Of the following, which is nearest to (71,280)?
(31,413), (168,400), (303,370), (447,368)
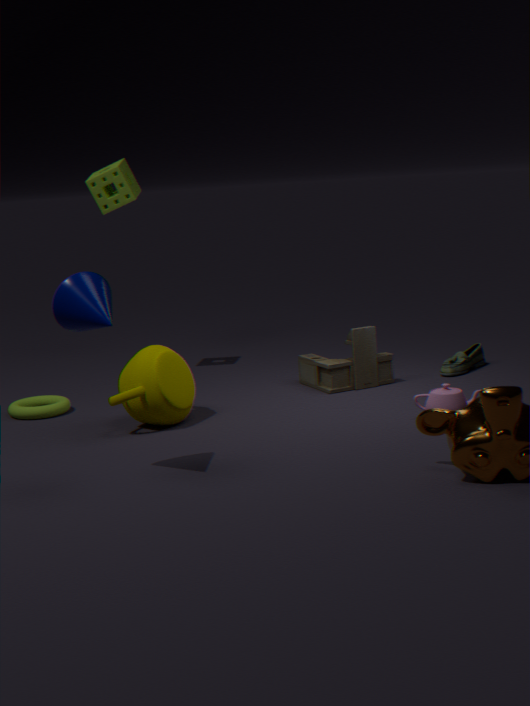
(168,400)
